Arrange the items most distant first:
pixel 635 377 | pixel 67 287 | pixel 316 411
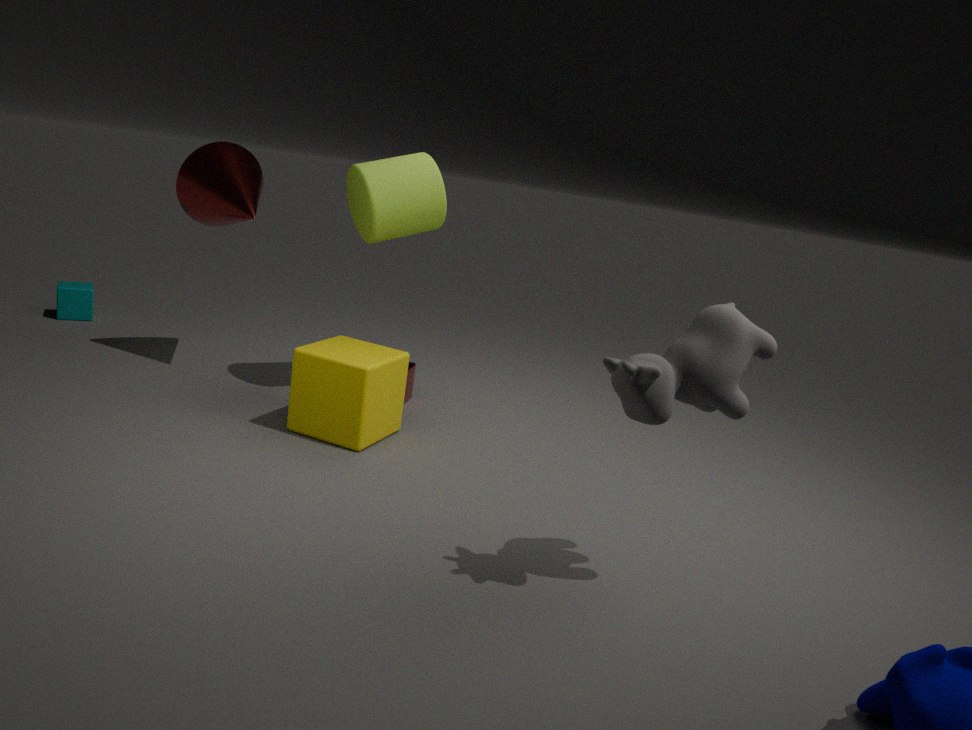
pixel 67 287 → pixel 316 411 → pixel 635 377
